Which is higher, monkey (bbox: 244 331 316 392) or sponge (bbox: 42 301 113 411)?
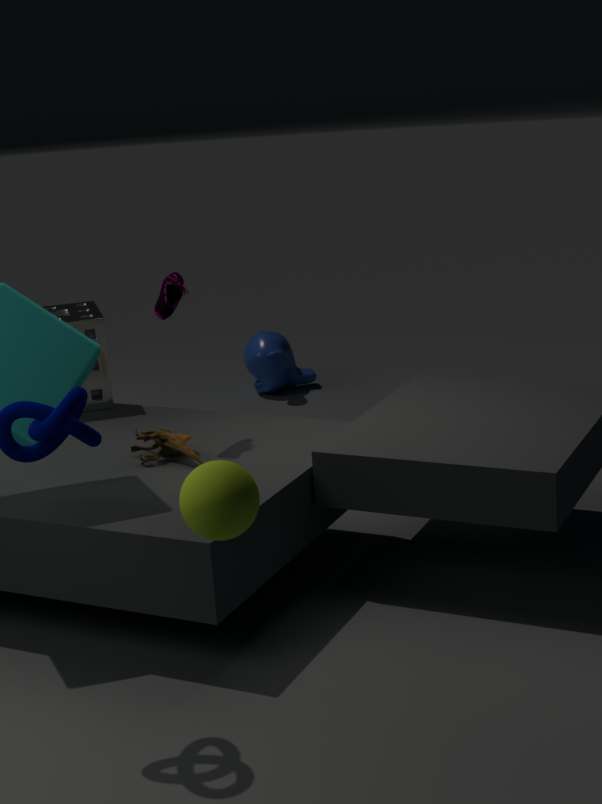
sponge (bbox: 42 301 113 411)
